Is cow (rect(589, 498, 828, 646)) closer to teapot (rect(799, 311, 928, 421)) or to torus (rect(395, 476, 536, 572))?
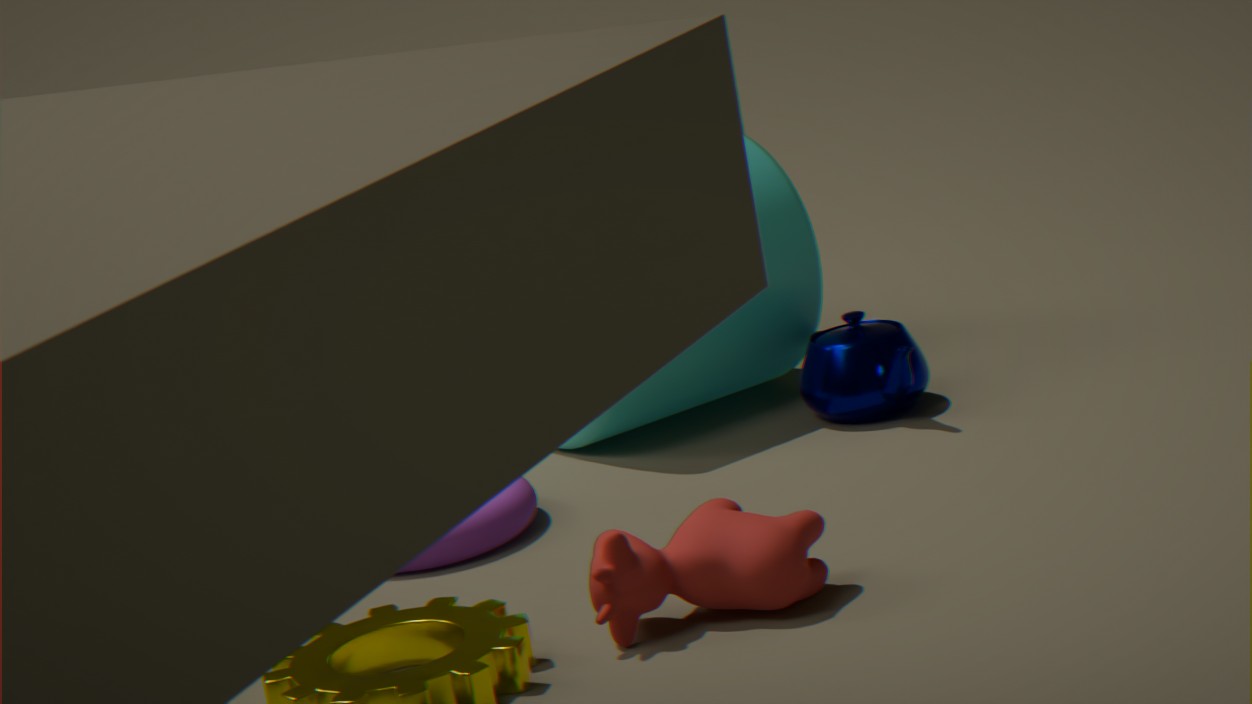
torus (rect(395, 476, 536, 572))
